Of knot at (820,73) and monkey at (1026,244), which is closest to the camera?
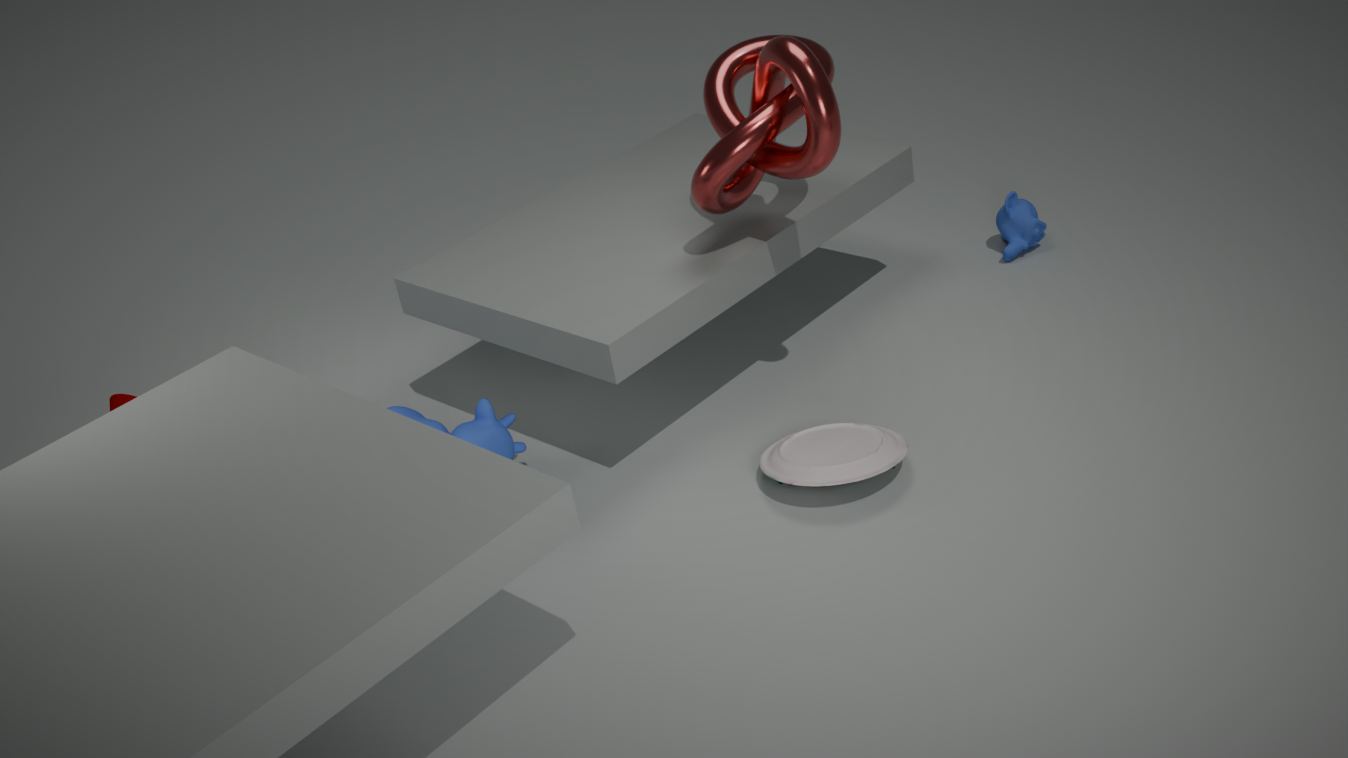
knot at (820,73)
